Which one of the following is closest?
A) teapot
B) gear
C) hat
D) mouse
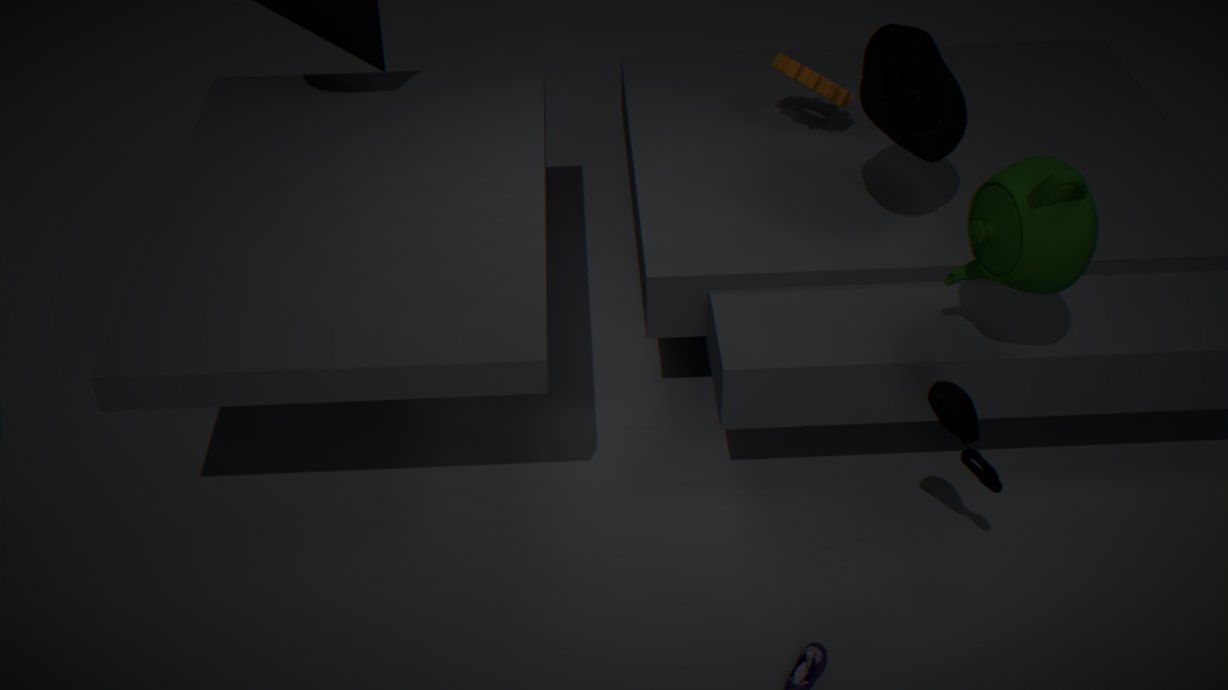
mouse
